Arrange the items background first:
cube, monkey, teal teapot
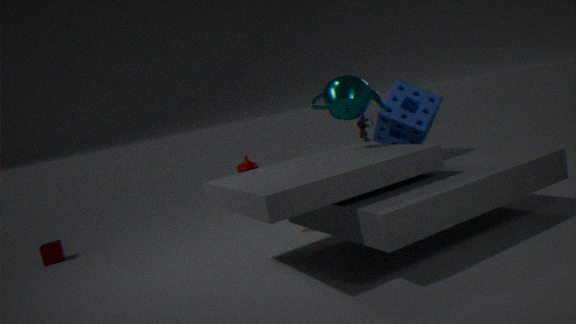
1. cube
2. monkey
3. teal teapot
